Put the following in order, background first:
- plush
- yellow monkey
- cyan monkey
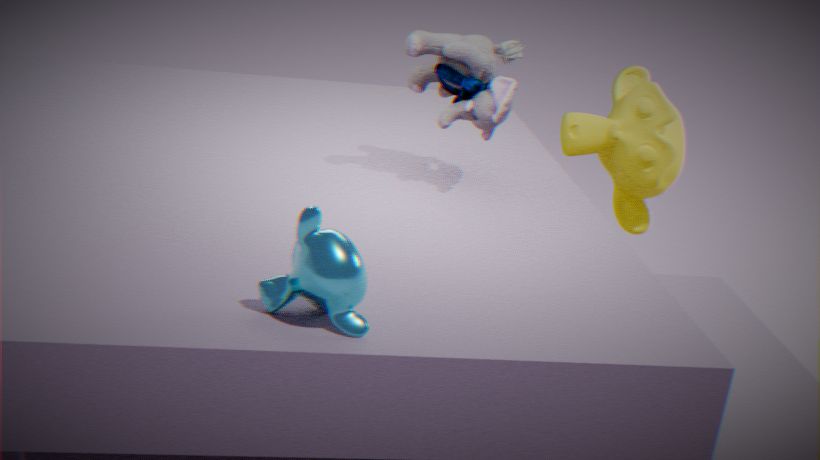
yellow monkey
plush
cyan monkey
